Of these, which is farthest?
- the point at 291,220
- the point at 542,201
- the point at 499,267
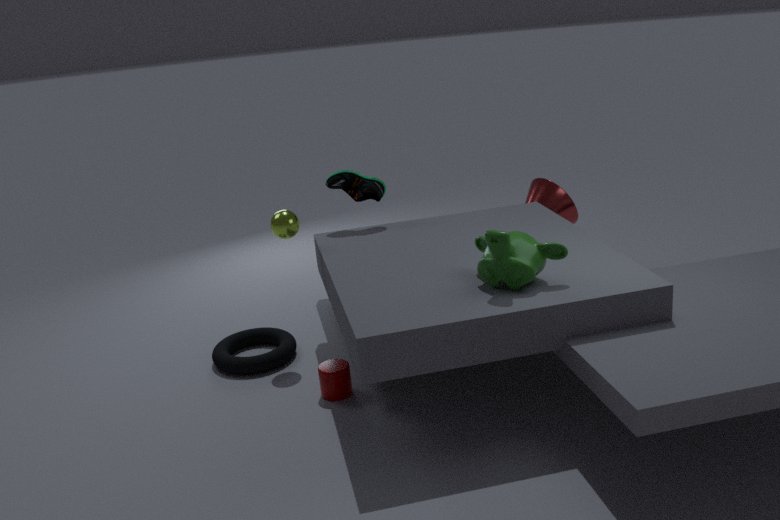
the point at 542,201
